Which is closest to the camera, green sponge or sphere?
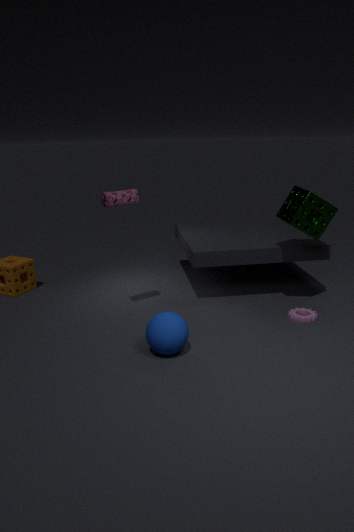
sphere
